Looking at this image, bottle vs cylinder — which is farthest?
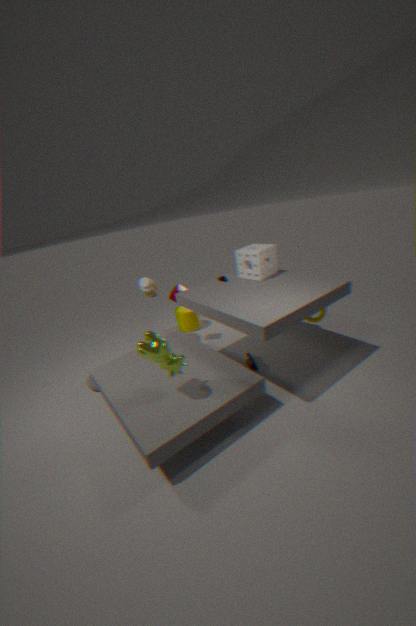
cylinder
